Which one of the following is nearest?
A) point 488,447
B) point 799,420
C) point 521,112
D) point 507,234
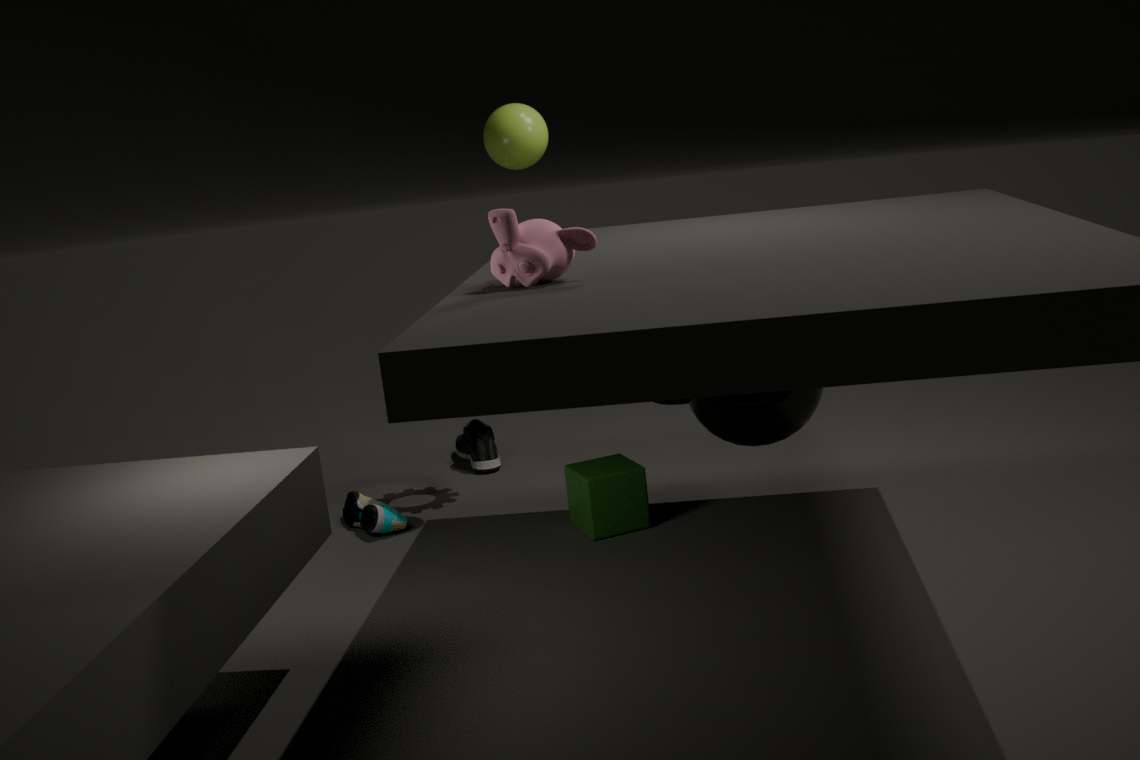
point 507,234
